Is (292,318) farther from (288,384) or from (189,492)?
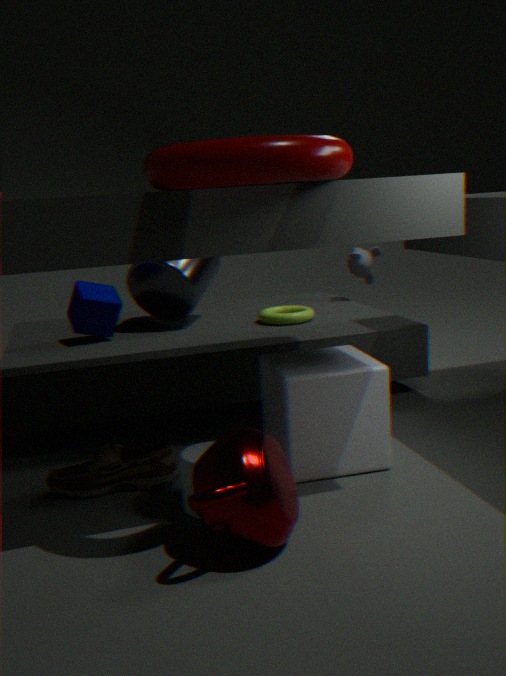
(189,492)
